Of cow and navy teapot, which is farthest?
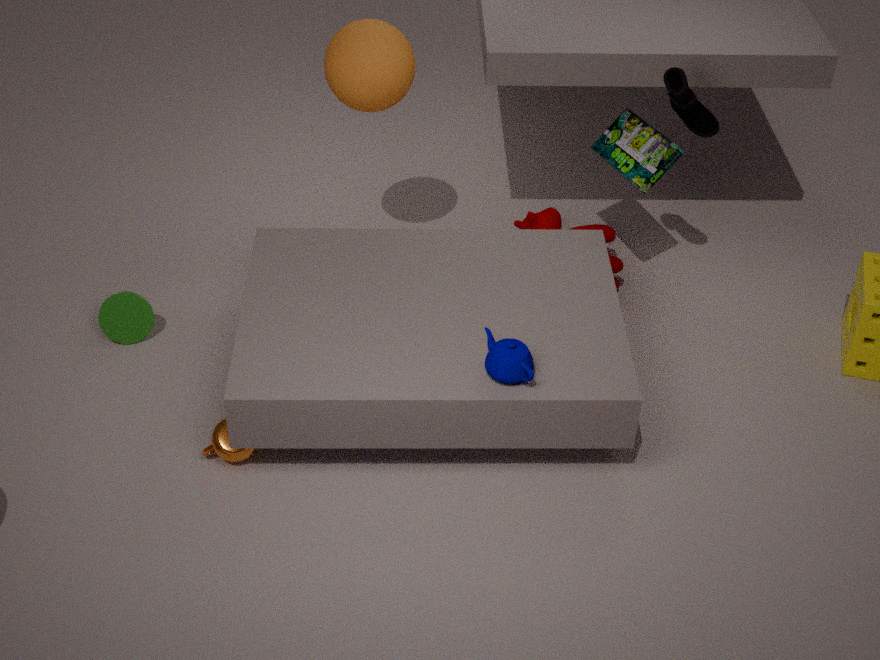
cow
